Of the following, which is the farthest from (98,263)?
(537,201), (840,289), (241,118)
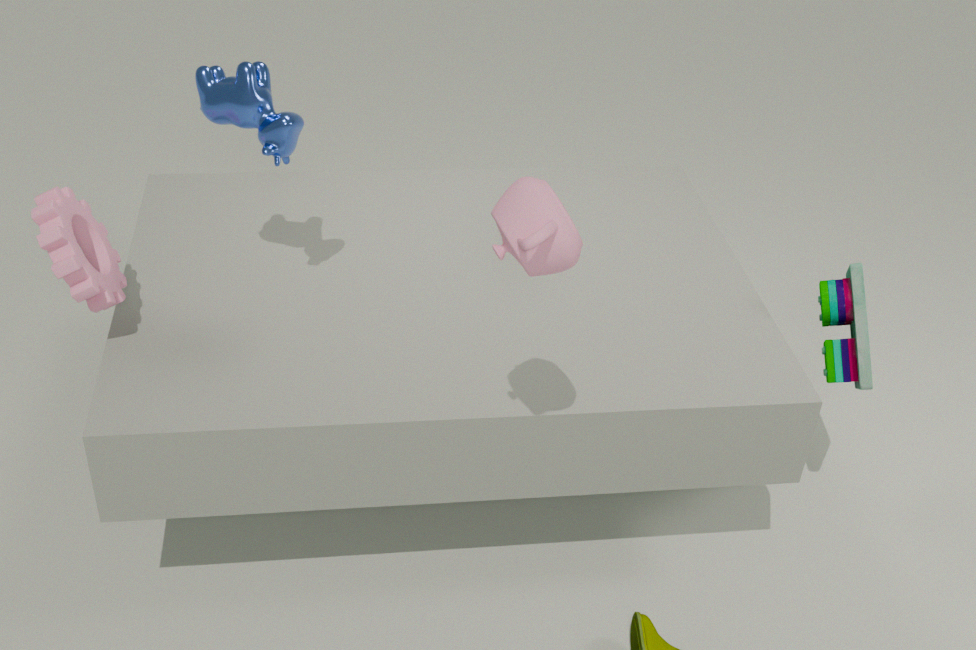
(840,289)
